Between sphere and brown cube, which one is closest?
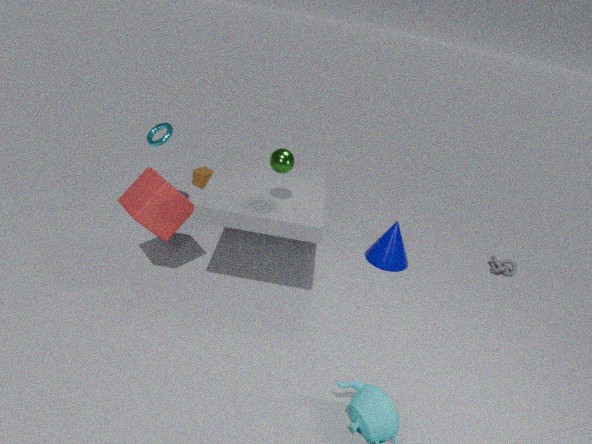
sphere
